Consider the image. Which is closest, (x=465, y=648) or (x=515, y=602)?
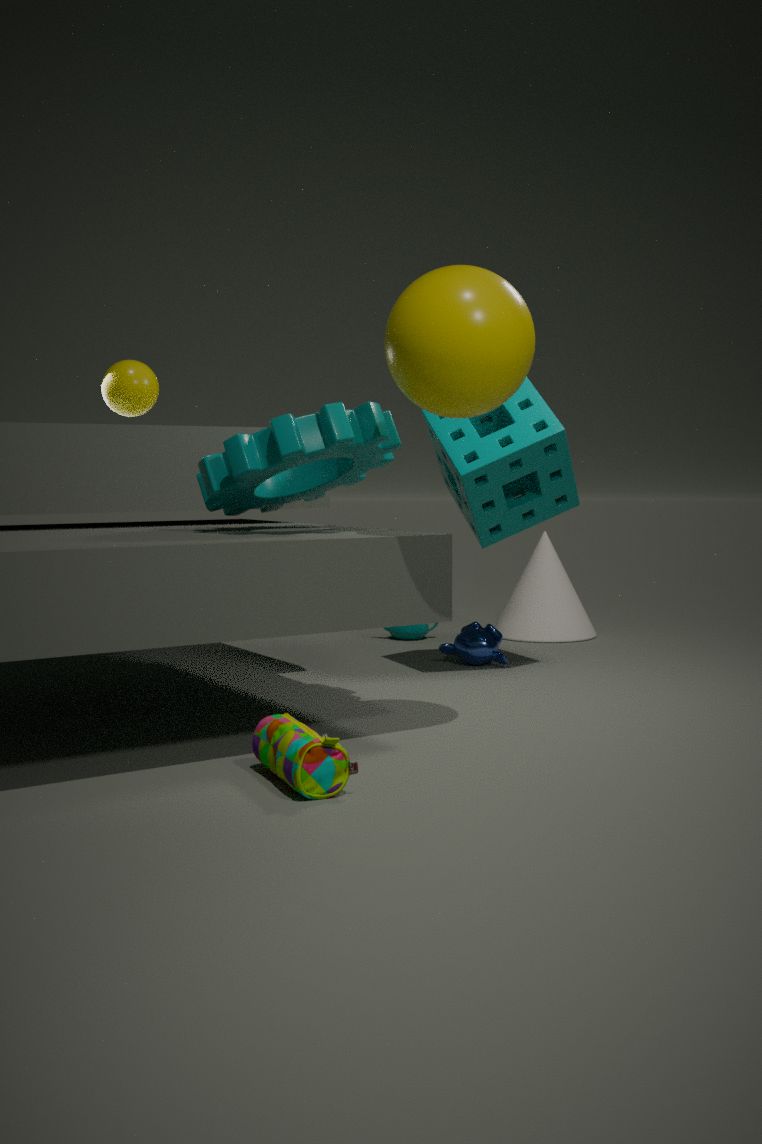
(x=465, y=648)
